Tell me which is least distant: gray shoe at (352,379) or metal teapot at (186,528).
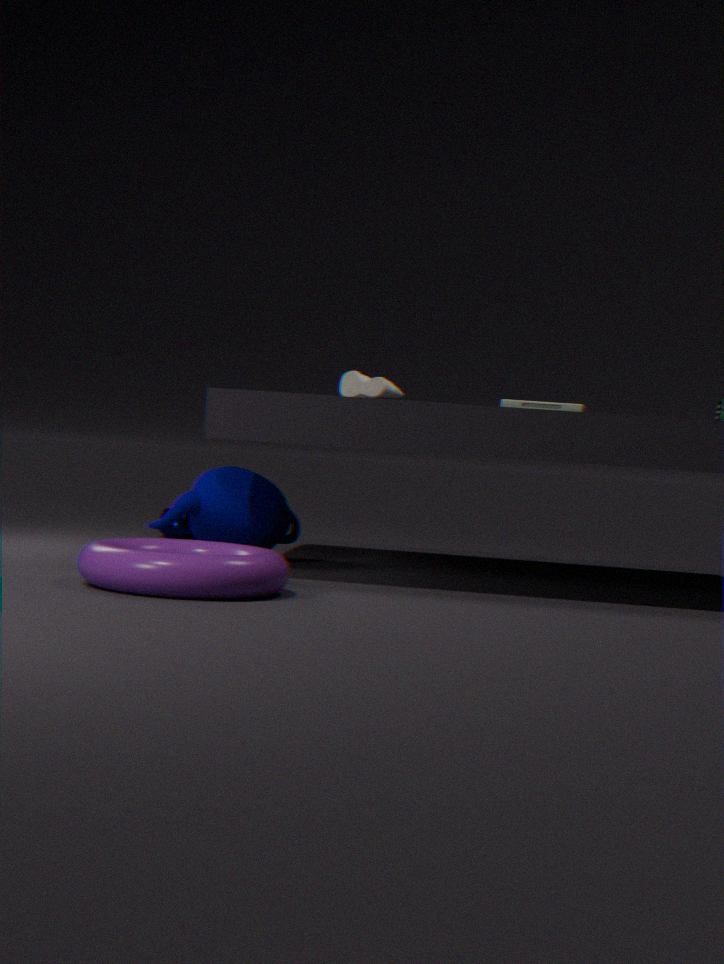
gray shoe at (352,379)
